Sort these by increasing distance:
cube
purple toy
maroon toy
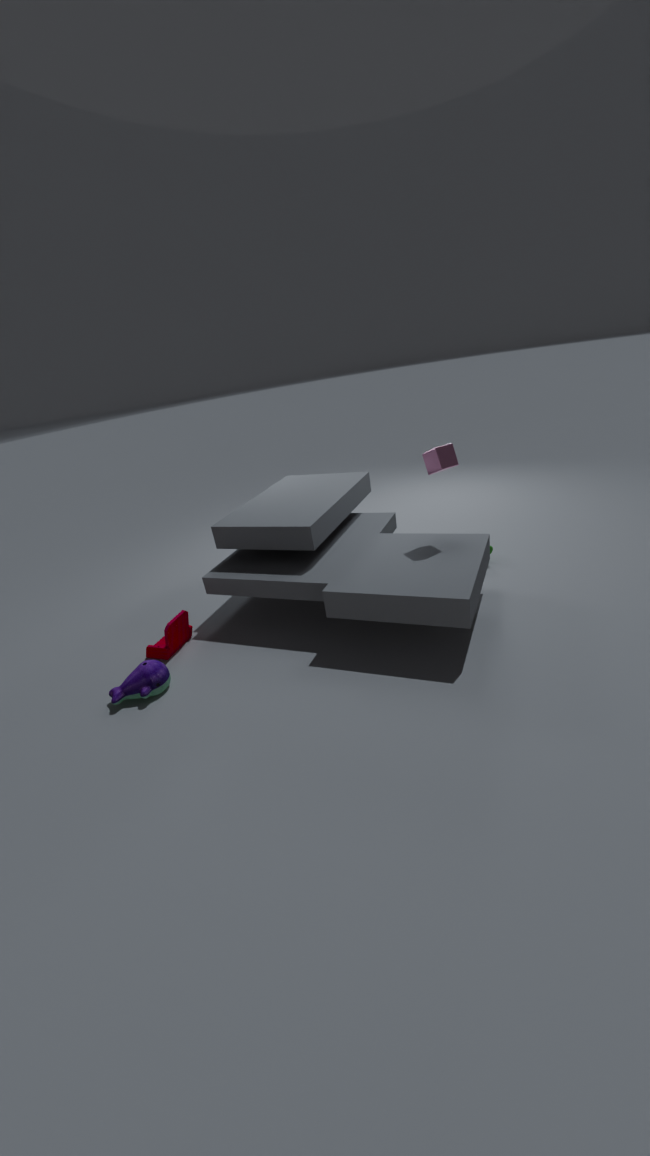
purple toy < cube < maroon toy
